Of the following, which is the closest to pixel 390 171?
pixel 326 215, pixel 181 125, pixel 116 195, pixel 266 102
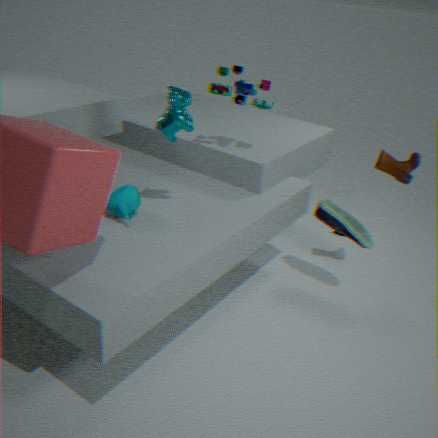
pixel 326 215
